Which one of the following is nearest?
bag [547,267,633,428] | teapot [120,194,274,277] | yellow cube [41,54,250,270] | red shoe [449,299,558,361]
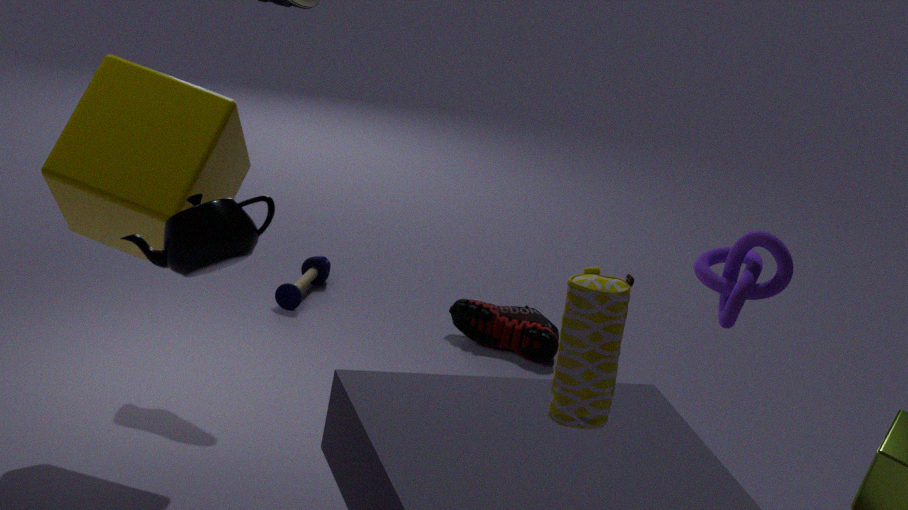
teapot [120,194,274,277]
